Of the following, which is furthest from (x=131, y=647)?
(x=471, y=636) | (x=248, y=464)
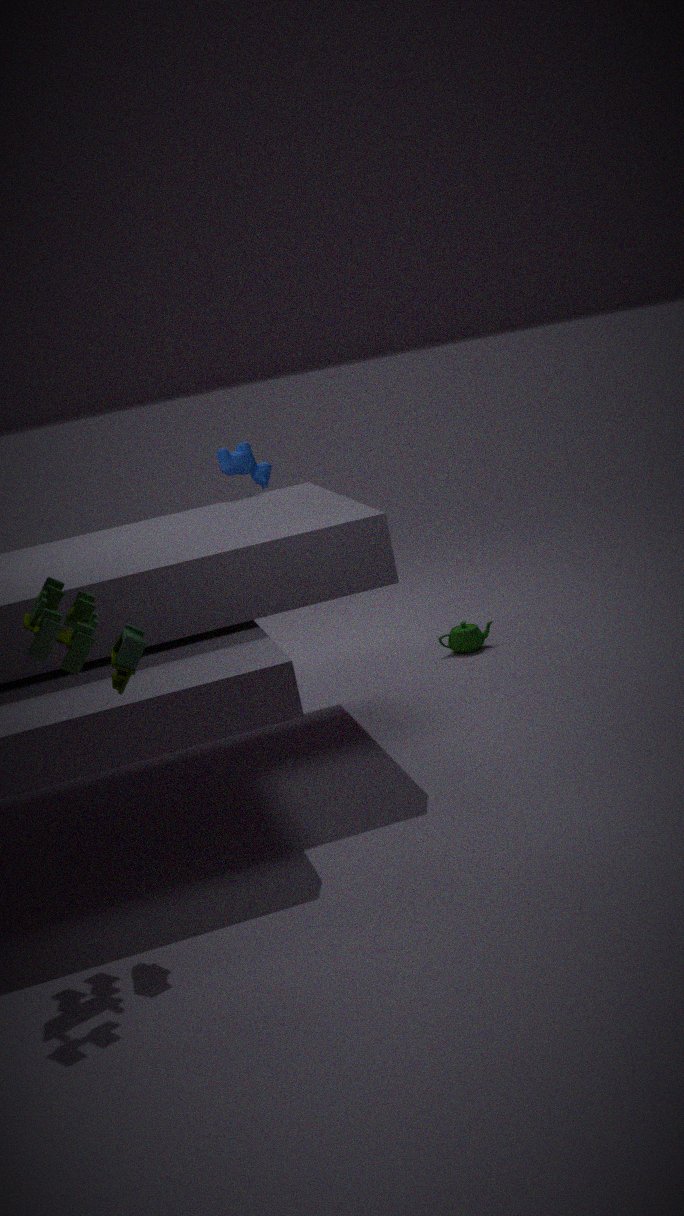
(x=471, y=636)
